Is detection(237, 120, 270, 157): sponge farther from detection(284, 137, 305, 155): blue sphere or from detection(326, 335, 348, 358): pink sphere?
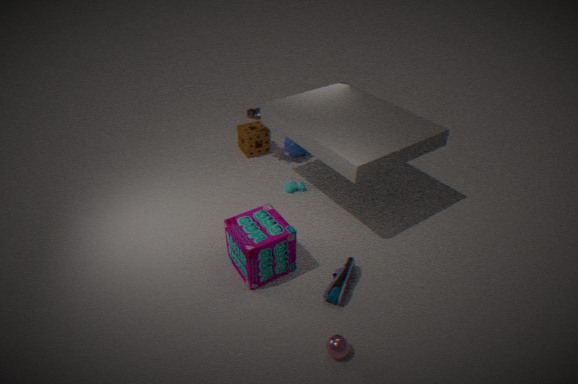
detection(326, 335, 348, 358): pink sphere
